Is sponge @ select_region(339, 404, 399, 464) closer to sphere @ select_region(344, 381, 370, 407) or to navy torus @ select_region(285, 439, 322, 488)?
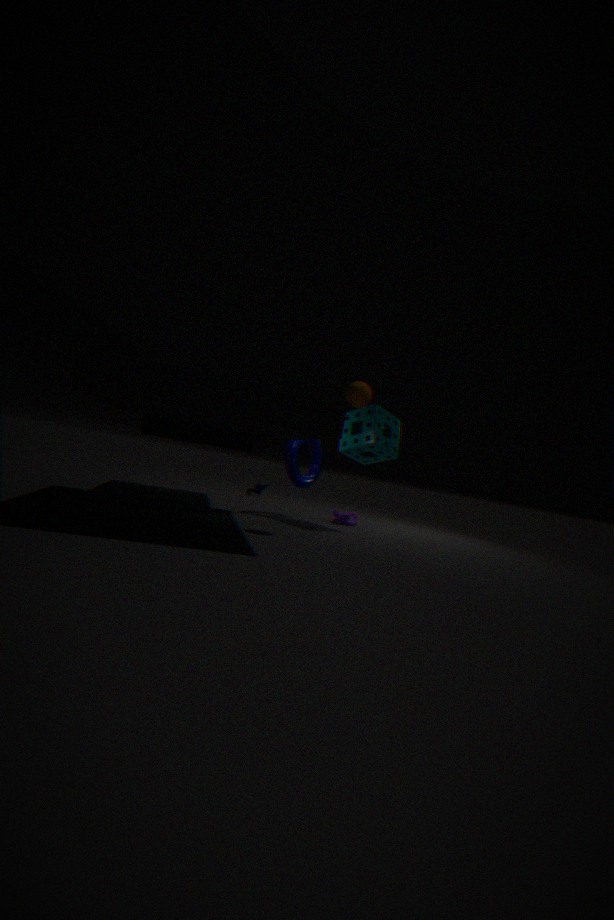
navy torus @ select_region(285, 439, 322, 488)
